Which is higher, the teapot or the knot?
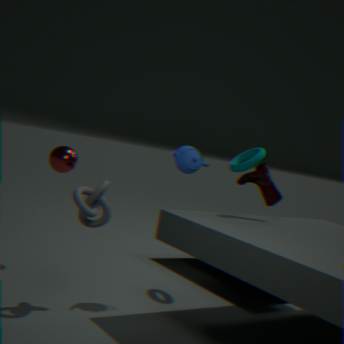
the teapot
